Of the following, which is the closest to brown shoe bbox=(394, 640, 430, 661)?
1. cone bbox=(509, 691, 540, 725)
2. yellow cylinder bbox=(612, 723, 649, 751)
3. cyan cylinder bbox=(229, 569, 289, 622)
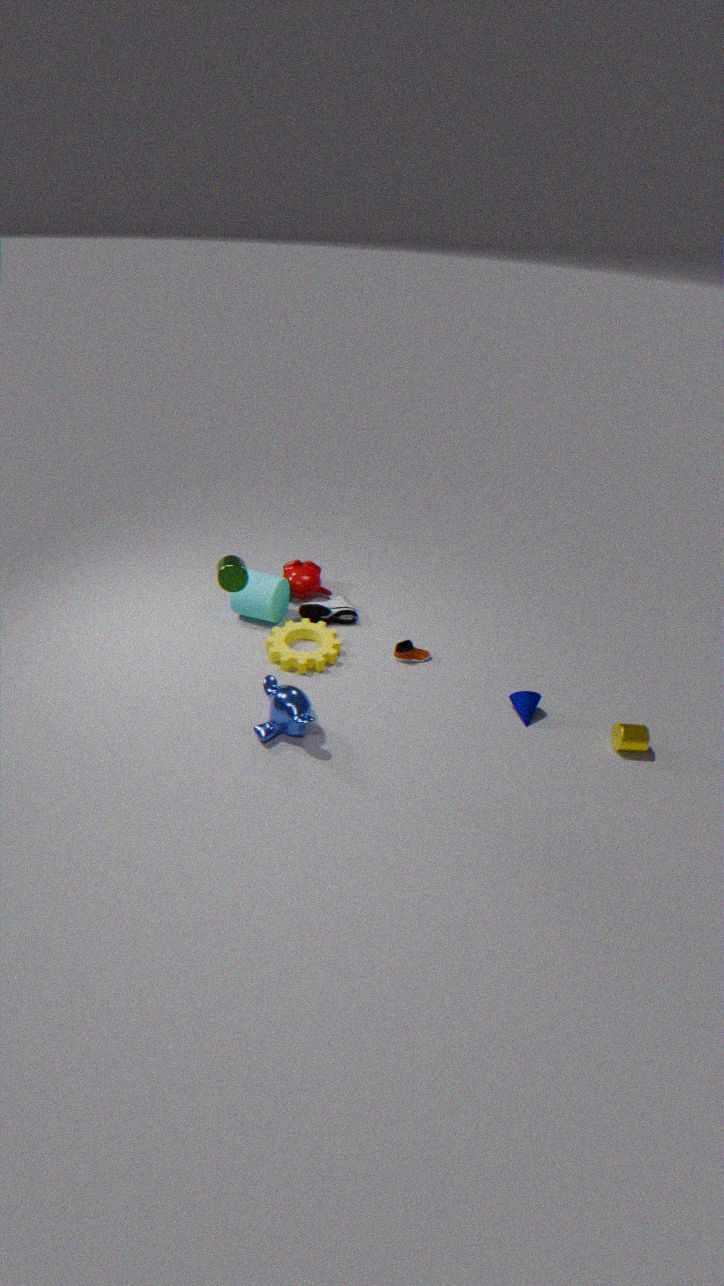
cone bbox=(509, 691, 540, 725)
